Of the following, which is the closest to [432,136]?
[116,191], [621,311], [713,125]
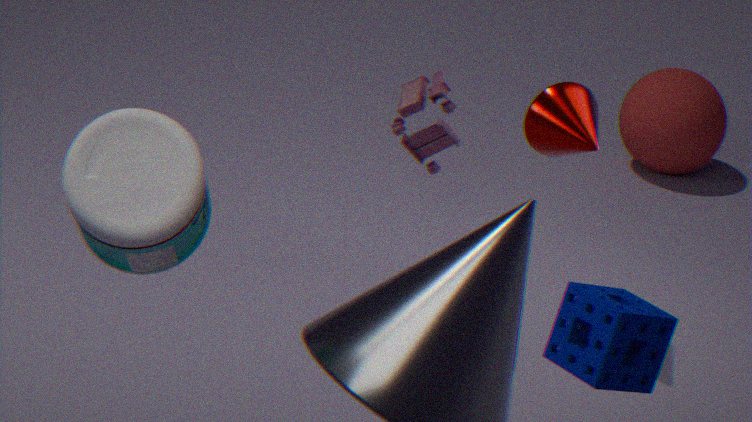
[621,311]
